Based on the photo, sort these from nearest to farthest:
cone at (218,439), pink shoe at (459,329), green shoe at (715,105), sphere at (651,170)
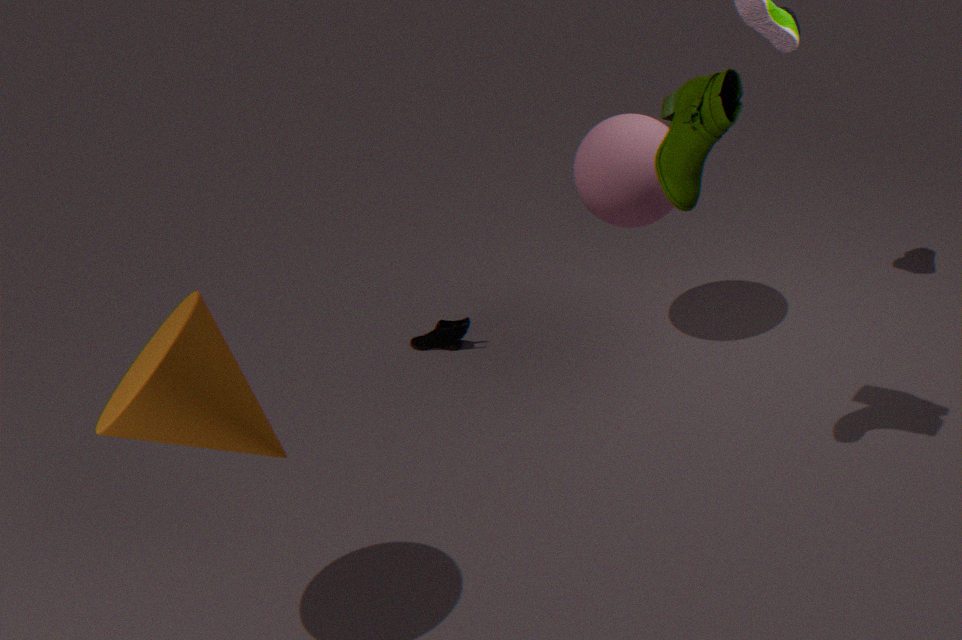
cone at (218,439) → green shoe at (715,105) → sphere at (651,170) → pink shoe at (459,329)
